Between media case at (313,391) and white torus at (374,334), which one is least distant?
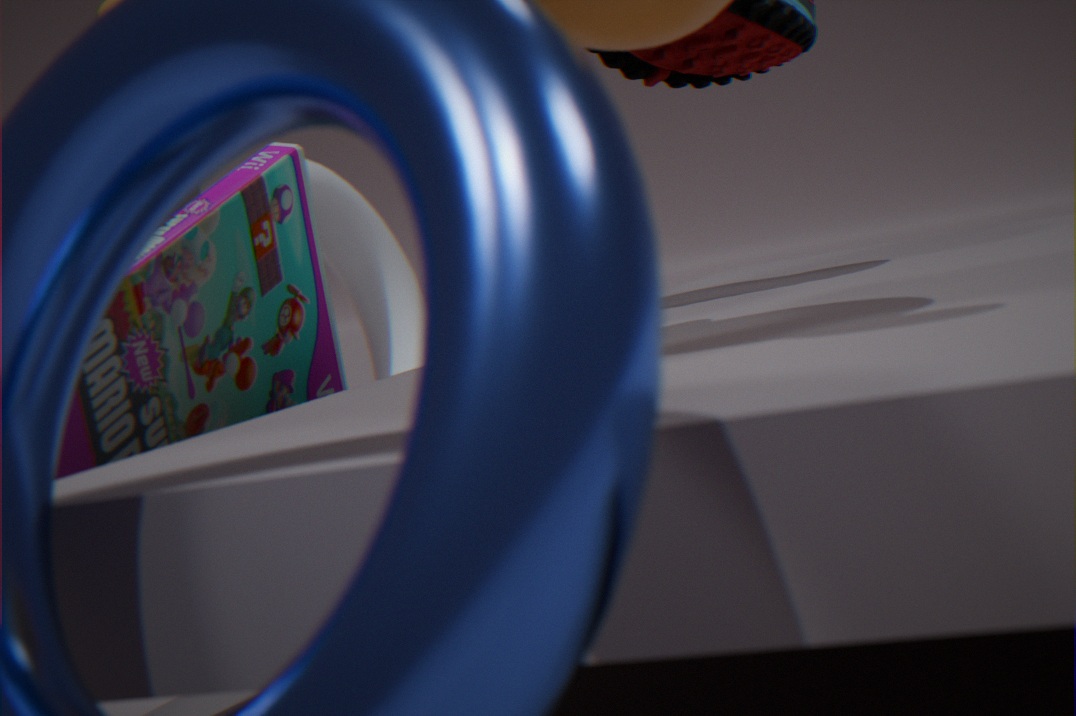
media case at (313,391)
